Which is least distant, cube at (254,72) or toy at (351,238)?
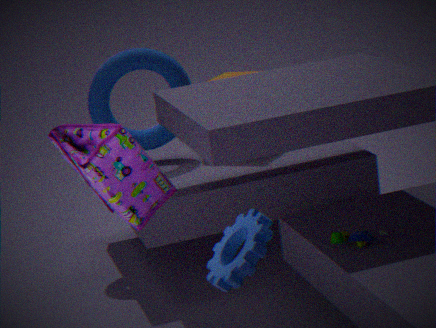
toy at (351,238)
